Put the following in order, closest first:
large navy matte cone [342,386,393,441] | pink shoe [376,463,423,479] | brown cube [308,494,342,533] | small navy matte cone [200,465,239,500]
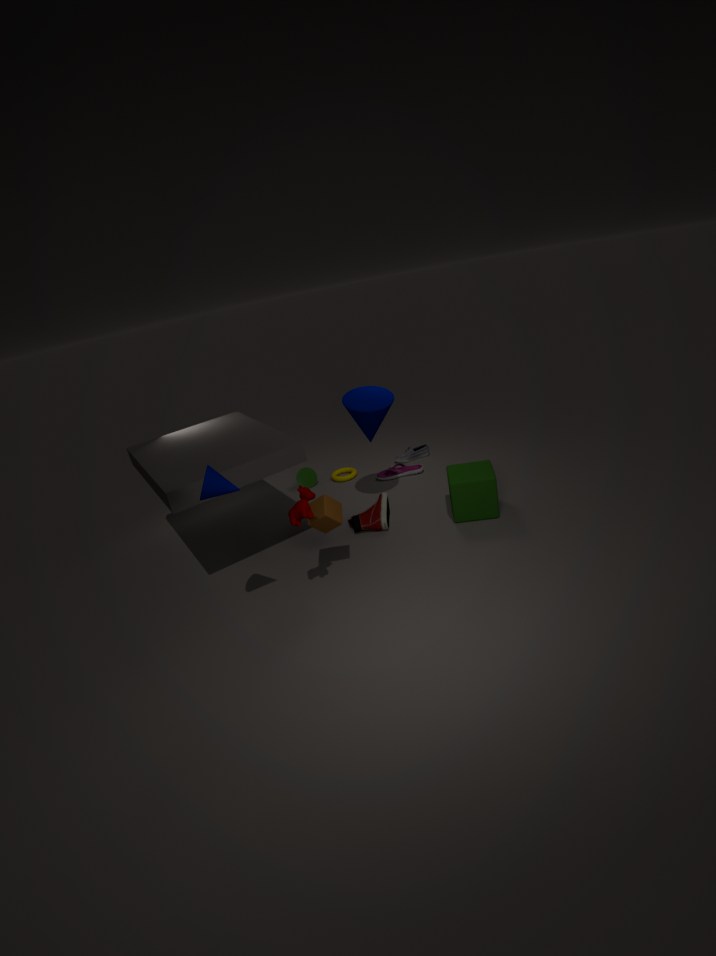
small navy matte cone [200,465,239,500] → brown cube [308,494,342,533] → large navy matte cone [342,386,393,441] → pink shoe [376,463,423,479]
